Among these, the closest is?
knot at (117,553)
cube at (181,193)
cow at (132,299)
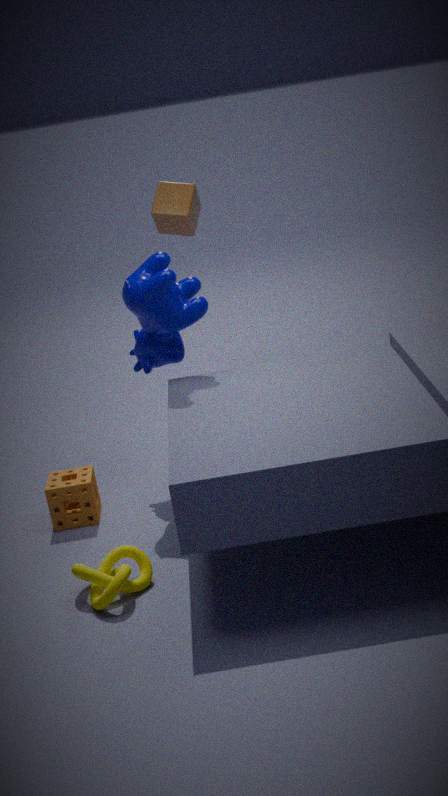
knot at (117,553)
